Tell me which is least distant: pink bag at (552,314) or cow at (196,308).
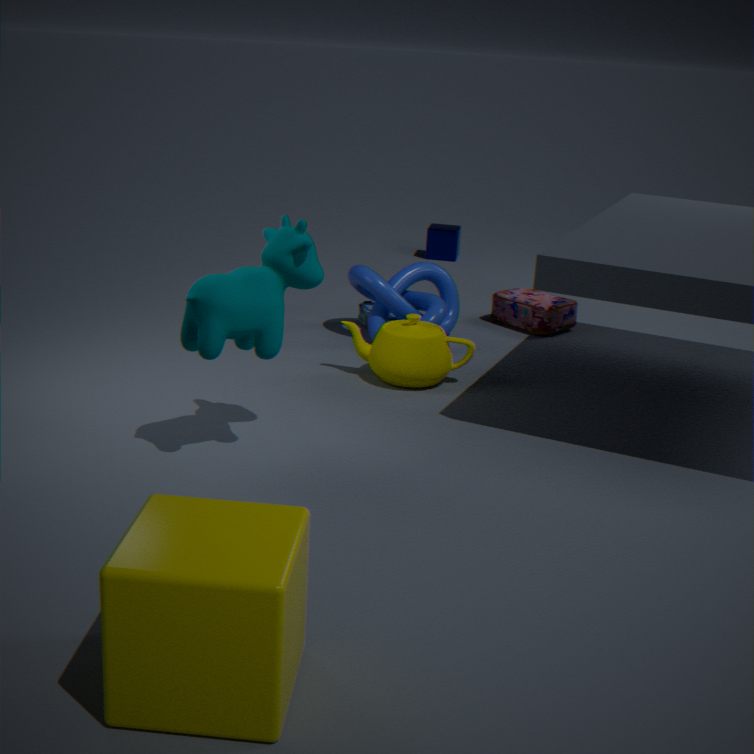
cow at (196,308)
